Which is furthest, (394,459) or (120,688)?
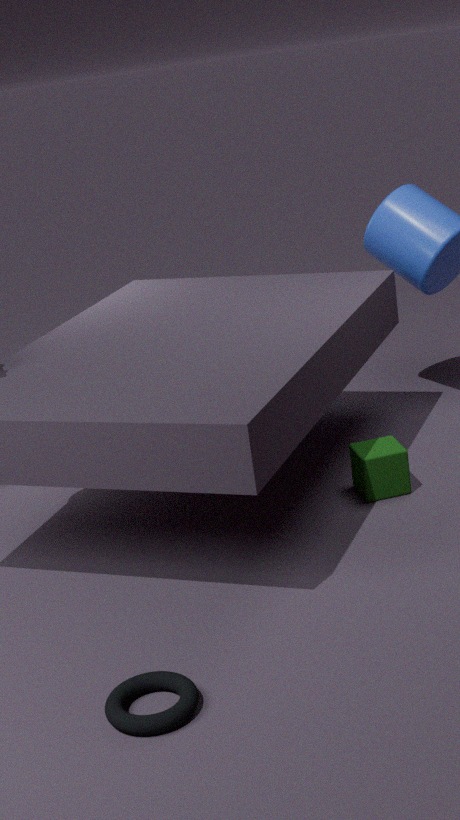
(394,459)
